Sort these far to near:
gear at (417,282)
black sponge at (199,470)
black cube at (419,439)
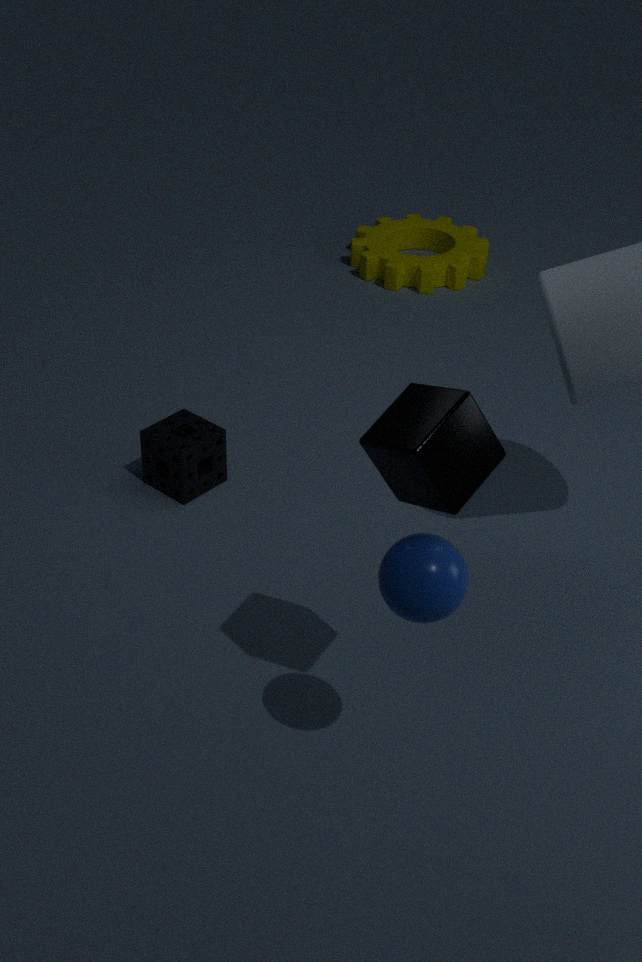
gear at (417,282) → black sponge at (199,470) → black cube at (419,439)
